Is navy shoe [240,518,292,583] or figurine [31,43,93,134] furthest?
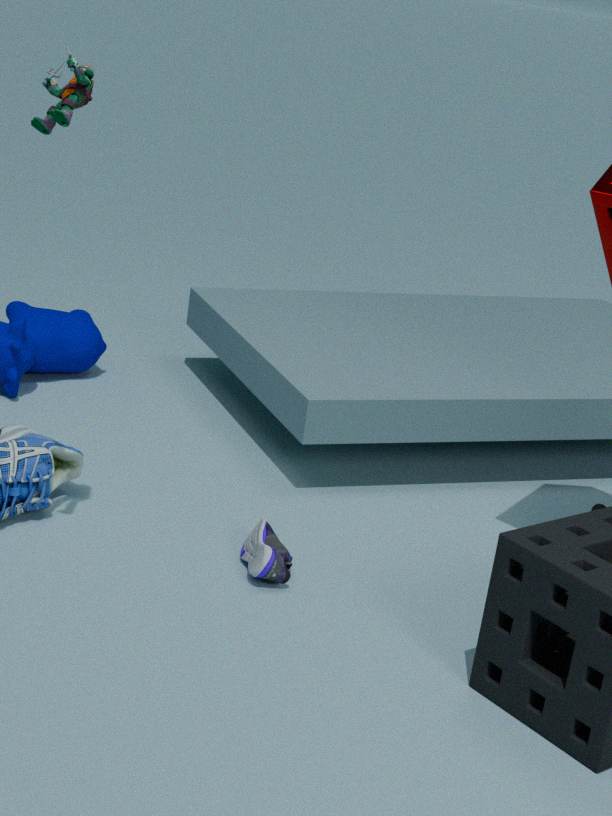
navy shoe [240,518,292,583]
